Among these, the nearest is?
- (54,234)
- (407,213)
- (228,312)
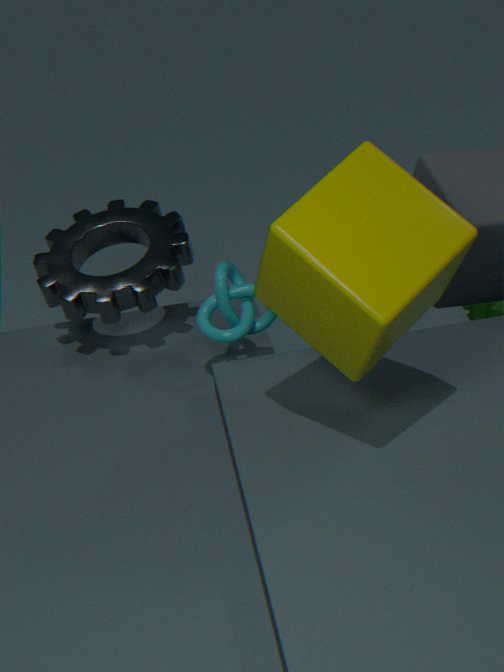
(407,213)
